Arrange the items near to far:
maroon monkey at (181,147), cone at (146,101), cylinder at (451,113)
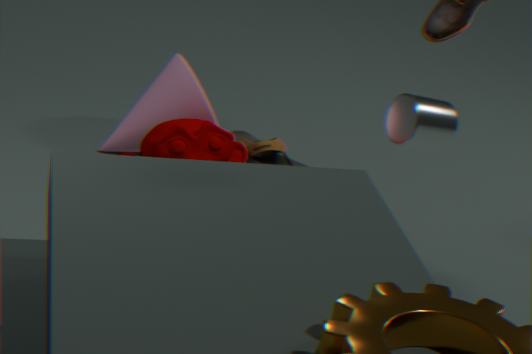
cylinder at (451,113), maroon monkey at (181,147), cone at (146,101)
